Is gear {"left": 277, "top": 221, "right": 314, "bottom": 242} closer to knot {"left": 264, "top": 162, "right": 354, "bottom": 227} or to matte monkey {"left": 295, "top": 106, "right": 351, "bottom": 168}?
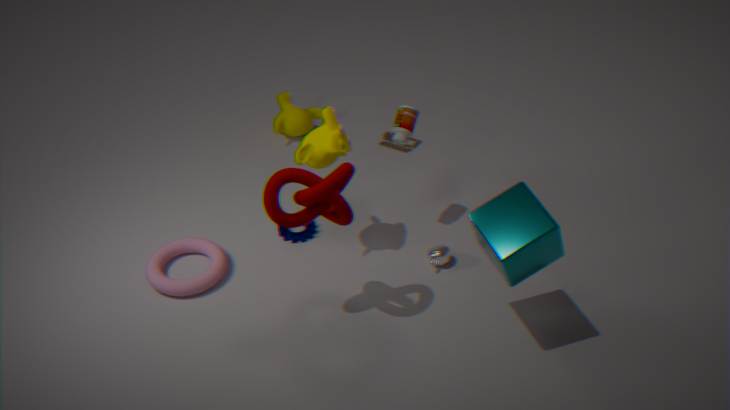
matte monkey {"left": 295, "top": 106, "right": 351, "bottom": 168}
